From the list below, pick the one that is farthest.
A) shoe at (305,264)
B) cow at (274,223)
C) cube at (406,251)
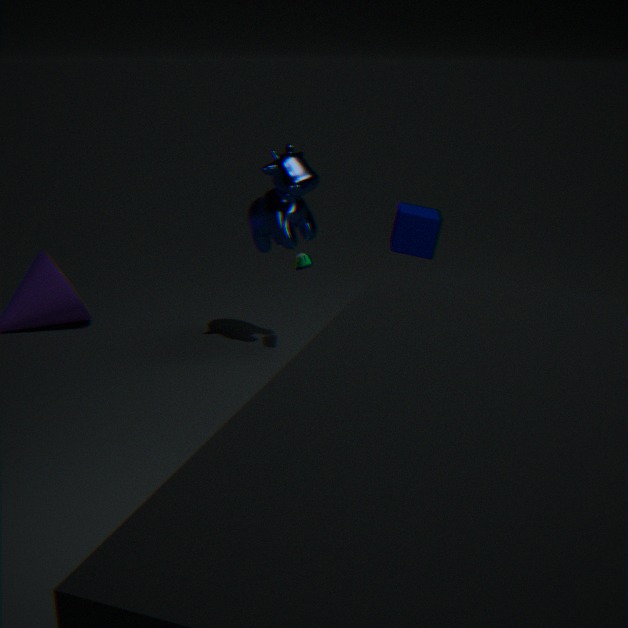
shoe at (305,264)
